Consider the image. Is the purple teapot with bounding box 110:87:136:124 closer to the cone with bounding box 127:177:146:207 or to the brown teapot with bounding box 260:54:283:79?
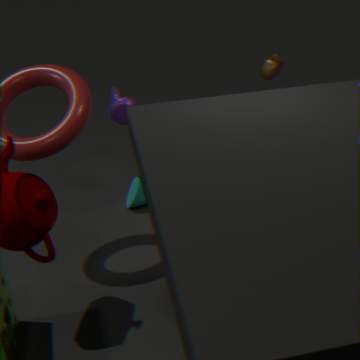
the cone with bounding box 127:177:146:207
